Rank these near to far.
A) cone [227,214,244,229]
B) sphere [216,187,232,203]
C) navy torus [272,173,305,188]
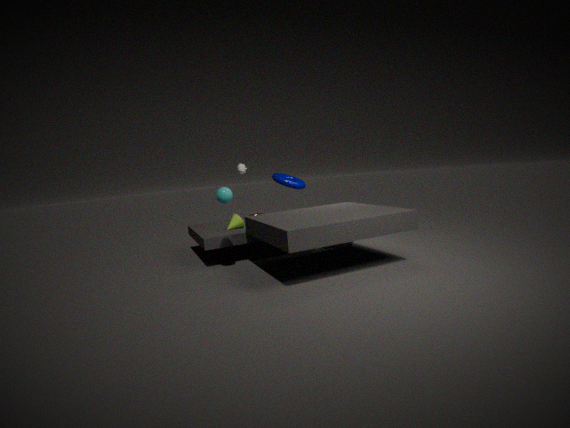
B. sphere [216,187,232,203] < A. cone [227,214,244,229] < C. navy torus [272,173,305,188]
